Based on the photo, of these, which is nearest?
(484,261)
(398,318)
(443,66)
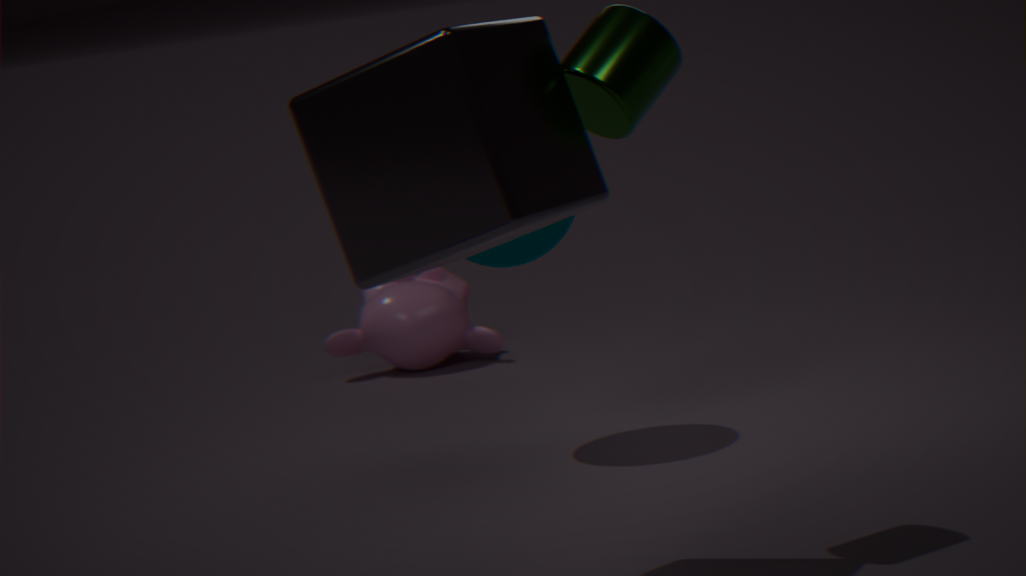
(443,66)
